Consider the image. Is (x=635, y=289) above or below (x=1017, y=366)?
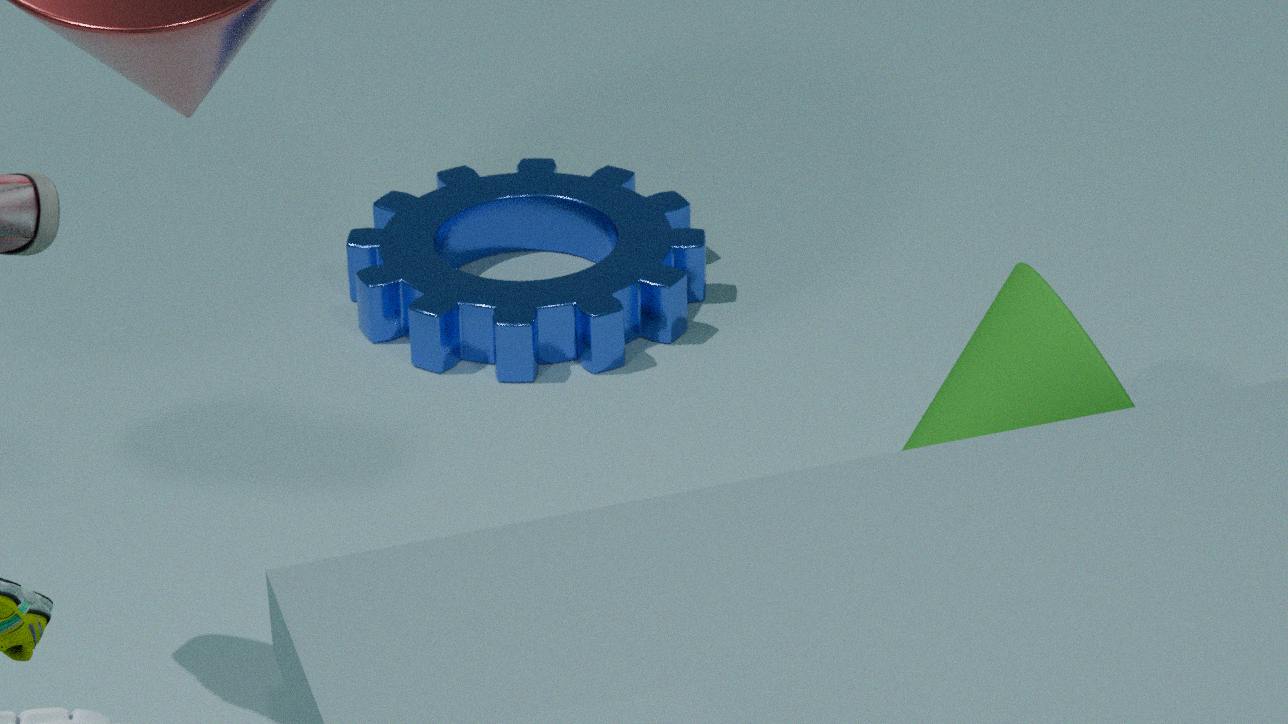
below
